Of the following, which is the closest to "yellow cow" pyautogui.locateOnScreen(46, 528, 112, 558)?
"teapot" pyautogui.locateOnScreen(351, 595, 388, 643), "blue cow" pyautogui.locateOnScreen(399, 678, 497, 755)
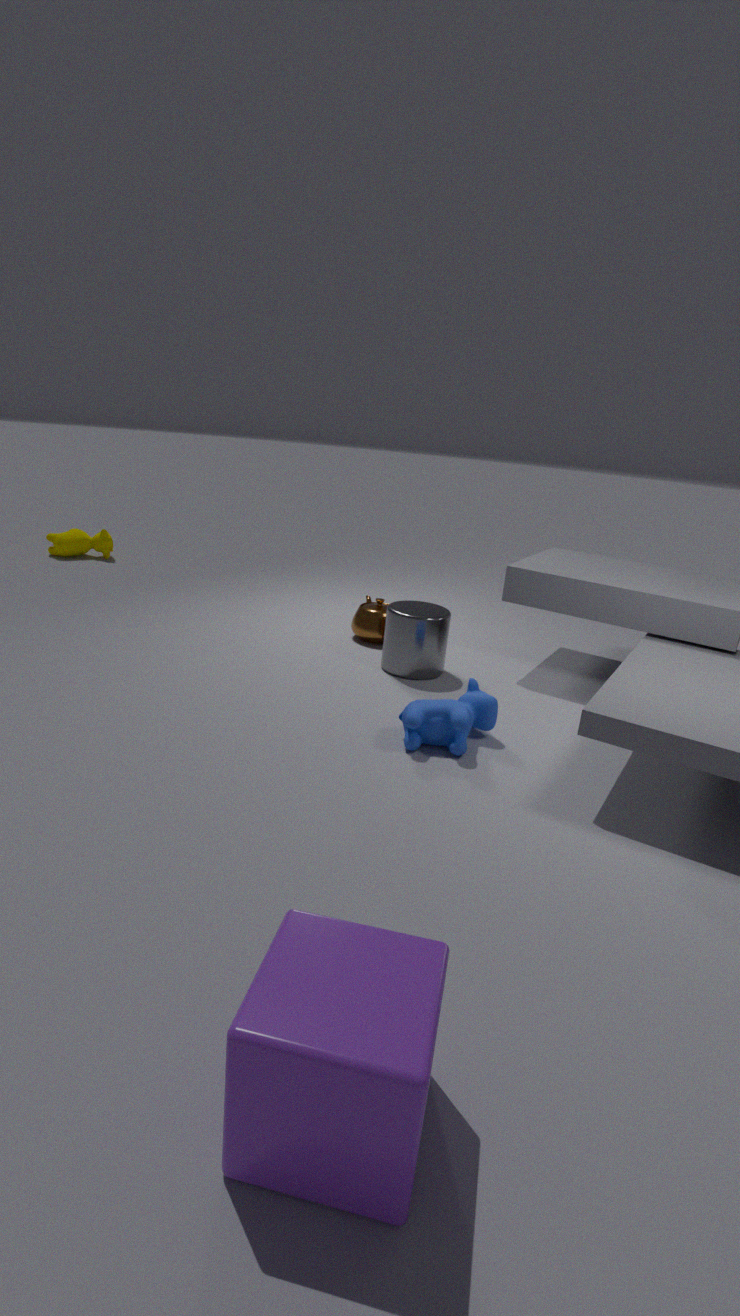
Answer: "teapot" pyautogui.locateOnScreen(351, 595, 388, 643)
